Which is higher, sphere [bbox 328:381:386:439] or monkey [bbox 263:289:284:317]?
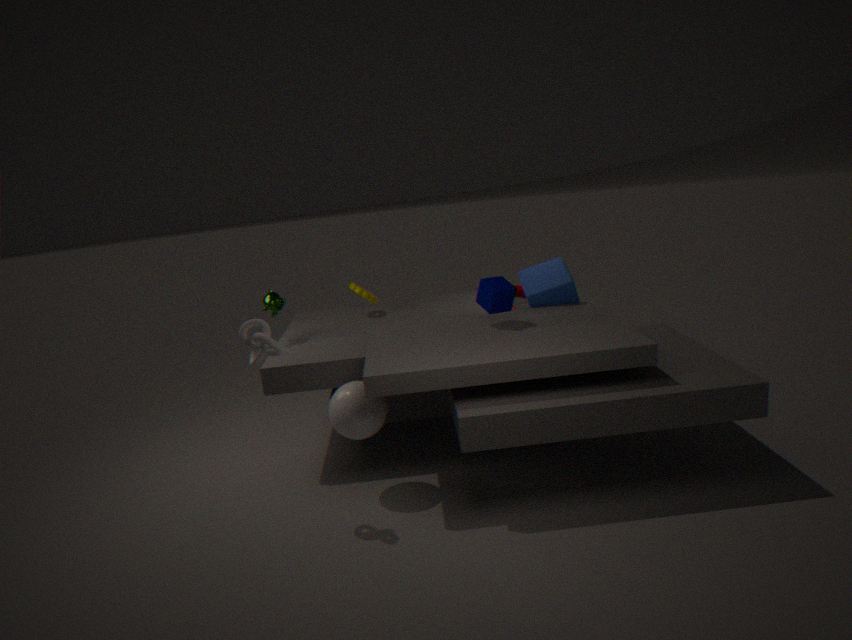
monkey [bbox 263:289:284:317]
